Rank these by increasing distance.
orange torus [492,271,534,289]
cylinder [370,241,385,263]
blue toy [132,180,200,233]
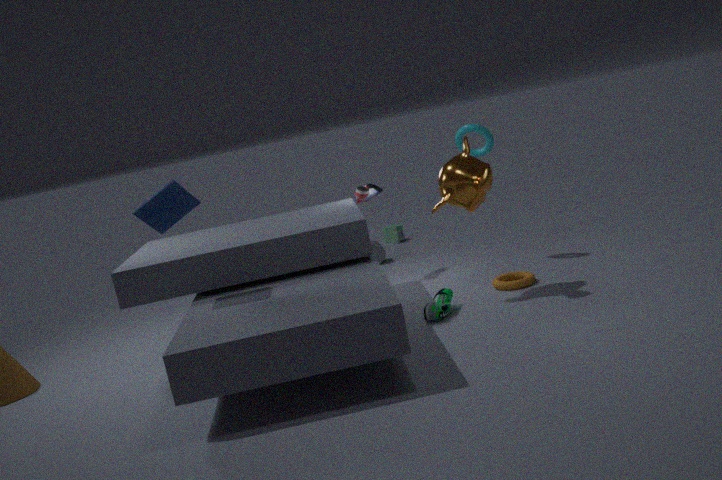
blue toy [132,180,200,233]
orange torus [492,271,534,289]
cylinder [370,241,385,263]
